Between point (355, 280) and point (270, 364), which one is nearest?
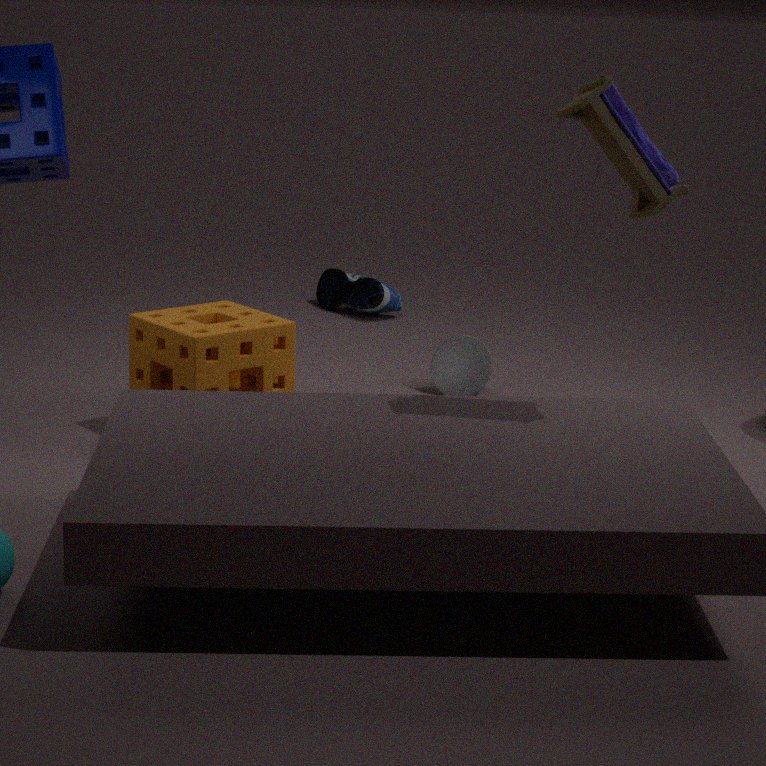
point (270, 364)
